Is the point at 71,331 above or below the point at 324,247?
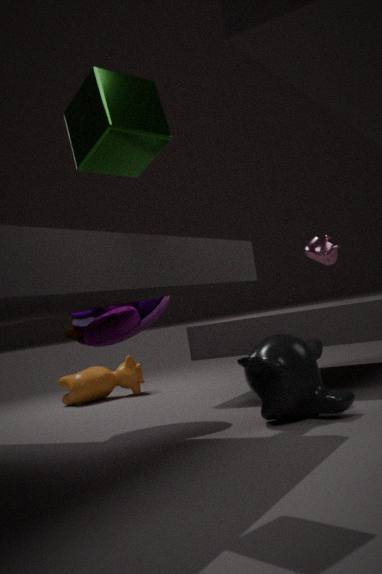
below
